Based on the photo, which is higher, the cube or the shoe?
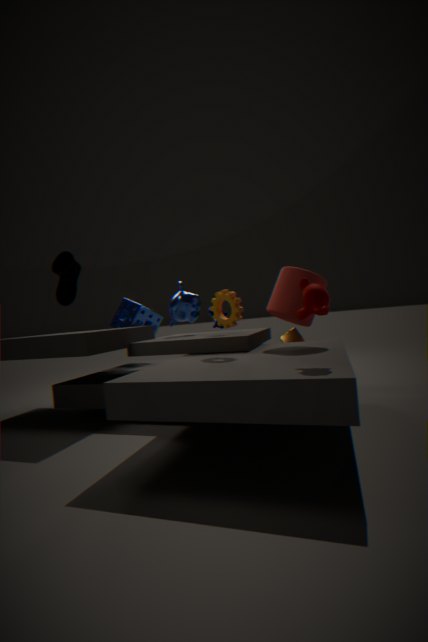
the shoe
